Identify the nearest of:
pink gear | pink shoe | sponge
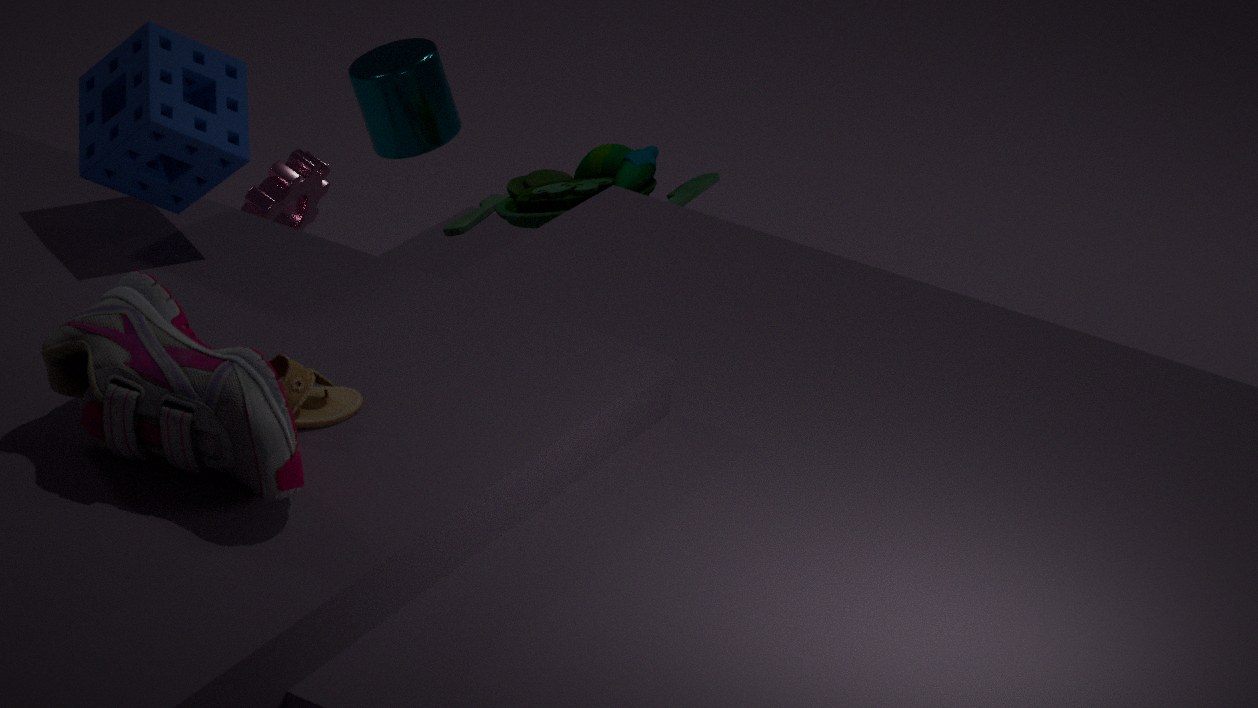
pink shoe
